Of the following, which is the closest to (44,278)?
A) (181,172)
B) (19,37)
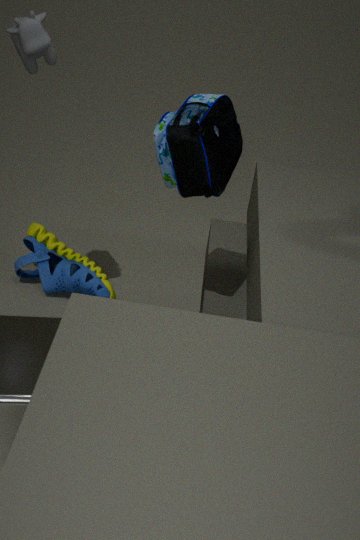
(19,37)
